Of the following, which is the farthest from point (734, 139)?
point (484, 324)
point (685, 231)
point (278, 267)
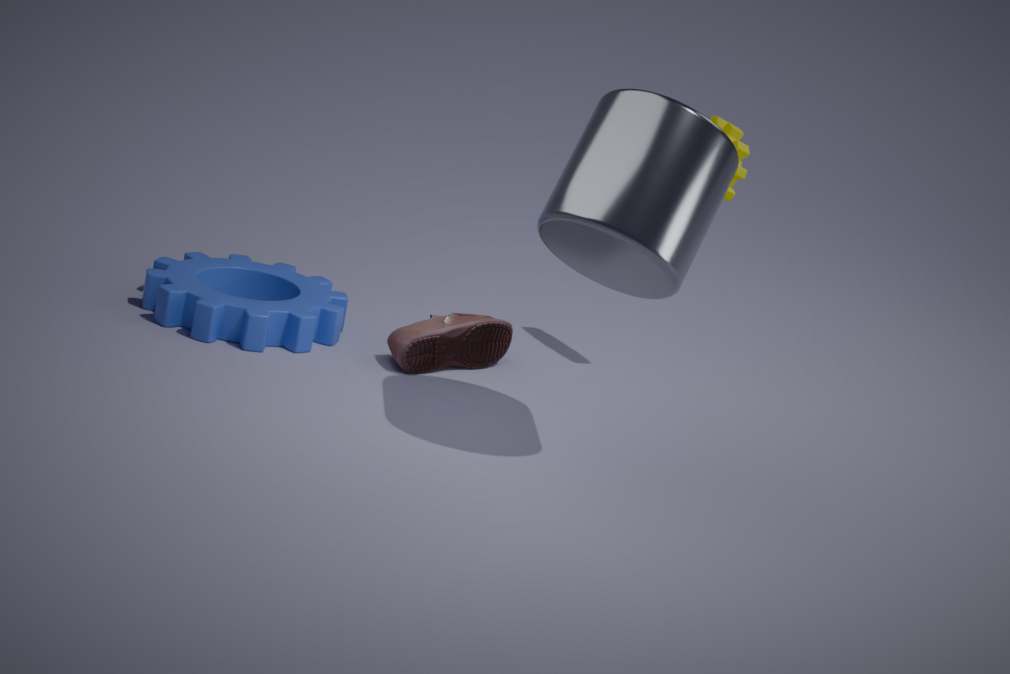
point (278, 267)
